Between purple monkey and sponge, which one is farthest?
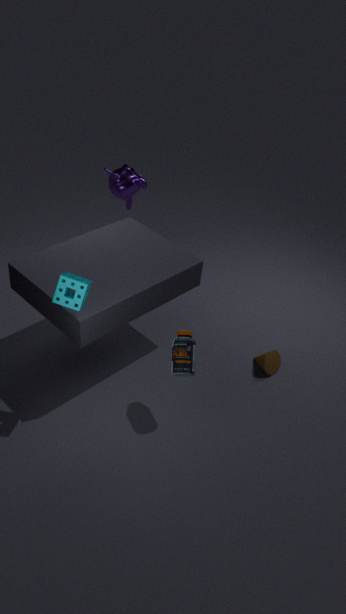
purple monkey
